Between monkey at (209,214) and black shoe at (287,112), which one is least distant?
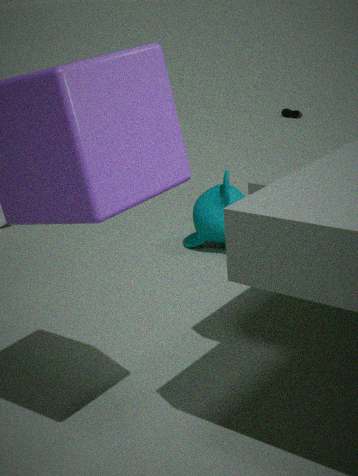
monkey at (209,214)
